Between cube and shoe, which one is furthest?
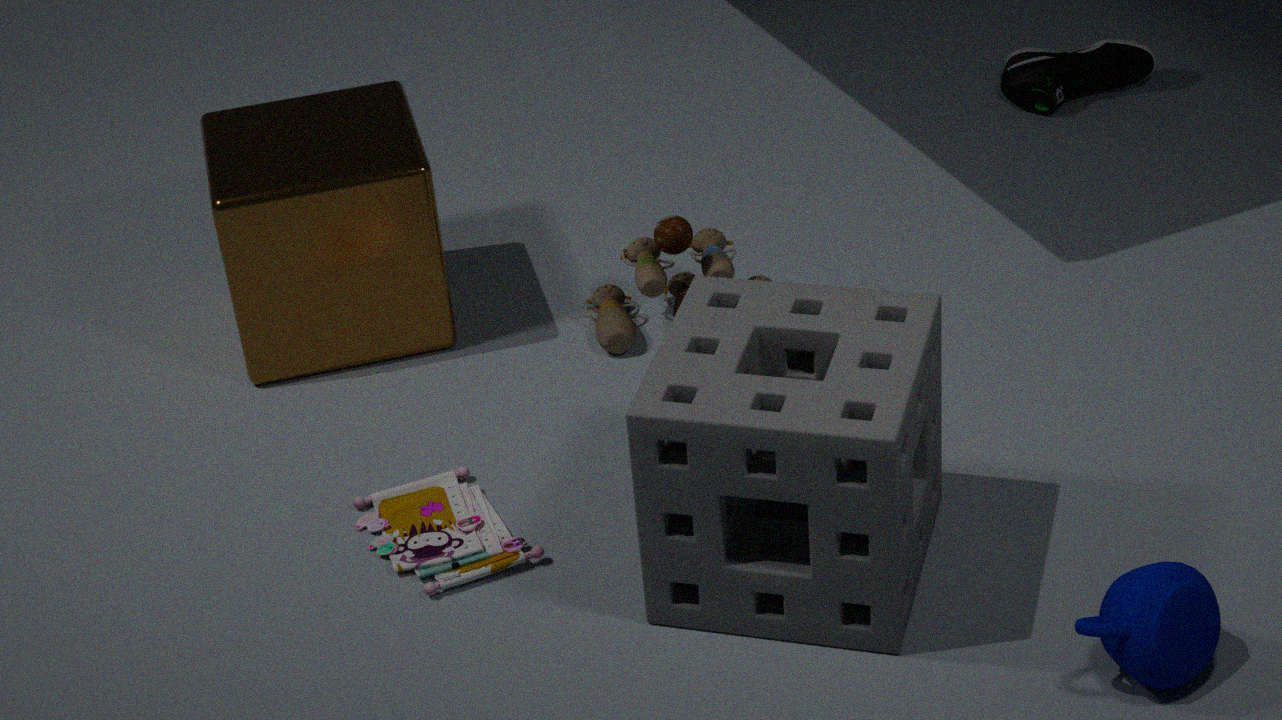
shoe
